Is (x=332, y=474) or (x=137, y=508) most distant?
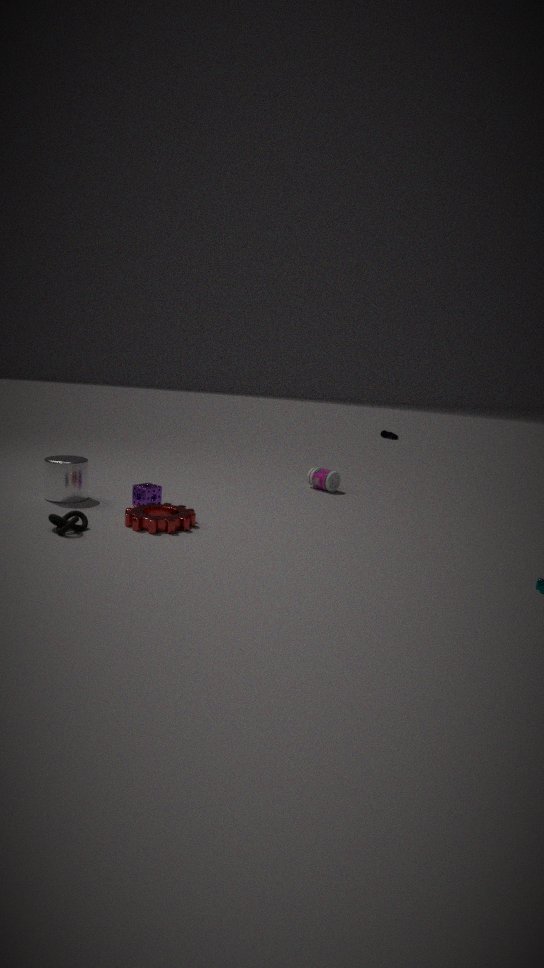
(x=332, y=474)
